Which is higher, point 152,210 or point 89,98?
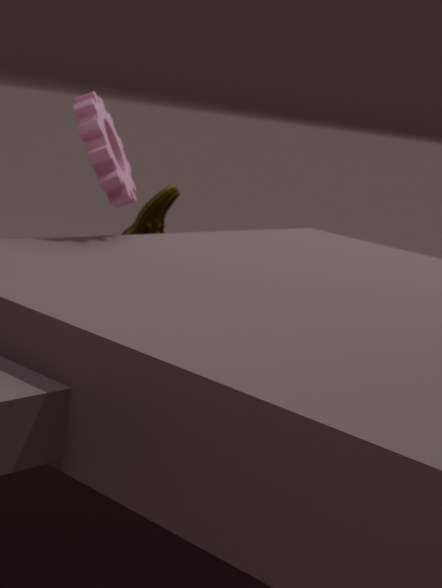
point 89,98
